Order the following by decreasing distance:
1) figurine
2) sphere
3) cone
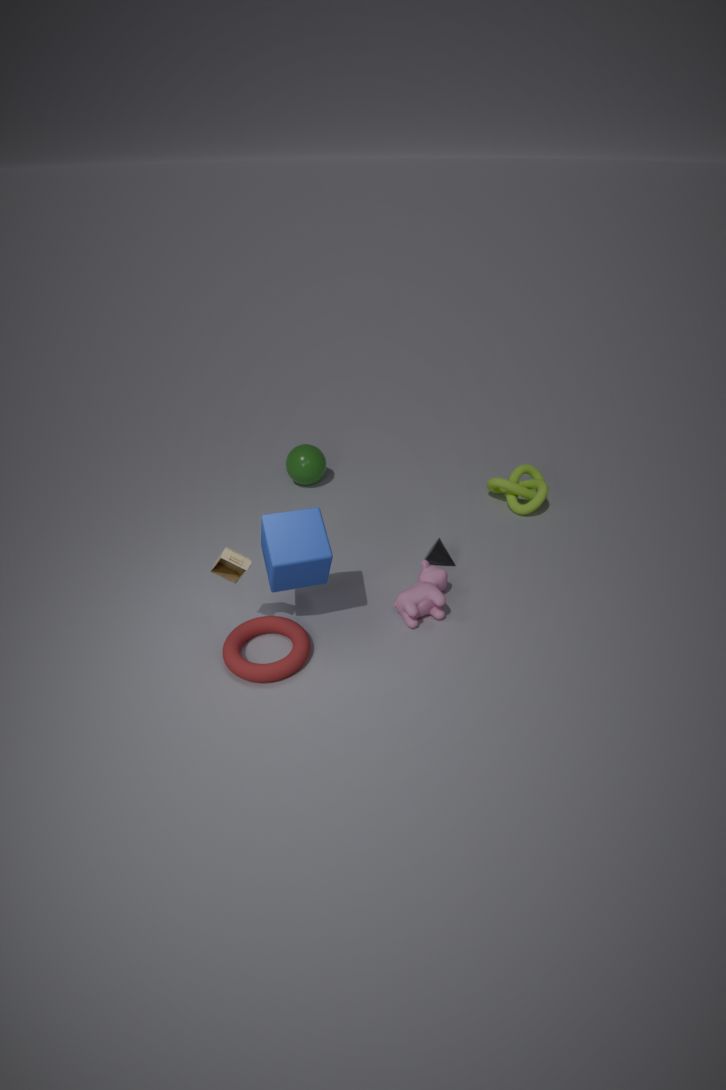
2. sphere, 3. cone, 1. figurine
